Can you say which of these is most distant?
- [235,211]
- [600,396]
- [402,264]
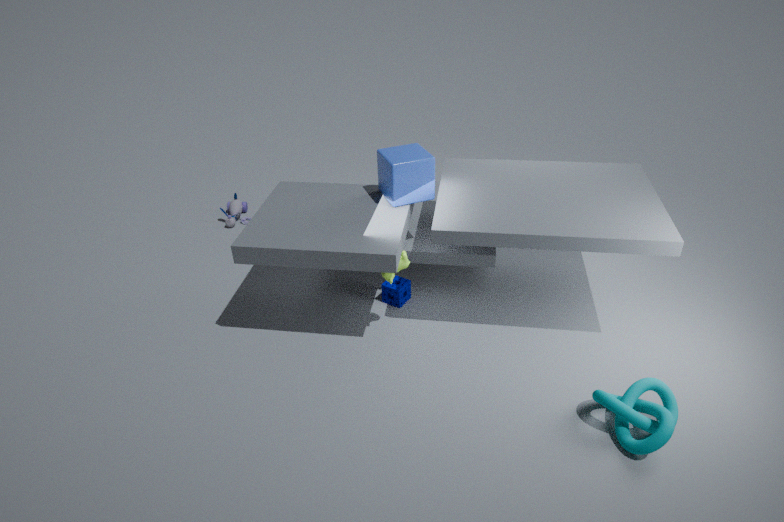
[235,211]
